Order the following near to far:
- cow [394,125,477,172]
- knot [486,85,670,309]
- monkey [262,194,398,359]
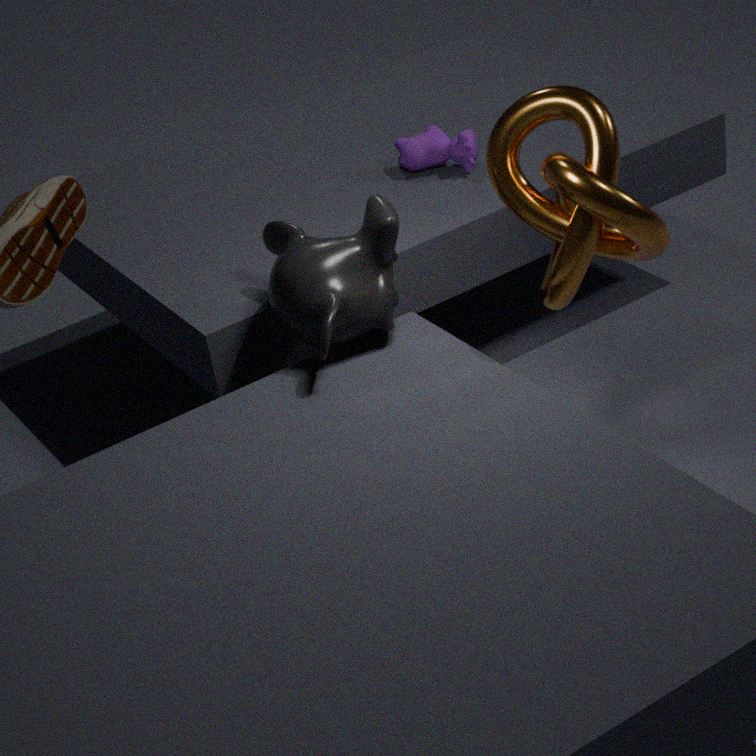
knot [486,85,670,309] → monkey [262,194,398,359] → cow [394,125,477,172]
